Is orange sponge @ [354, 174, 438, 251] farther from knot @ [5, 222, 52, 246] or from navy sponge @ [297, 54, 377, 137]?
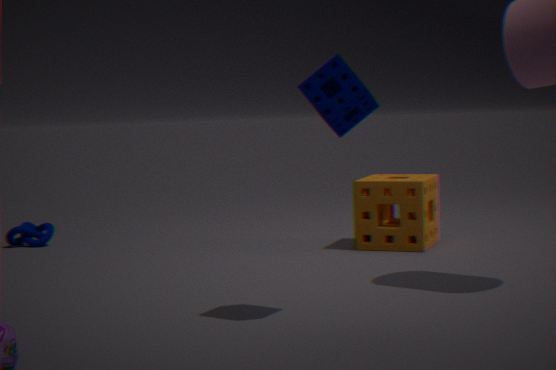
knot @ [5, 222, 52, 246]
